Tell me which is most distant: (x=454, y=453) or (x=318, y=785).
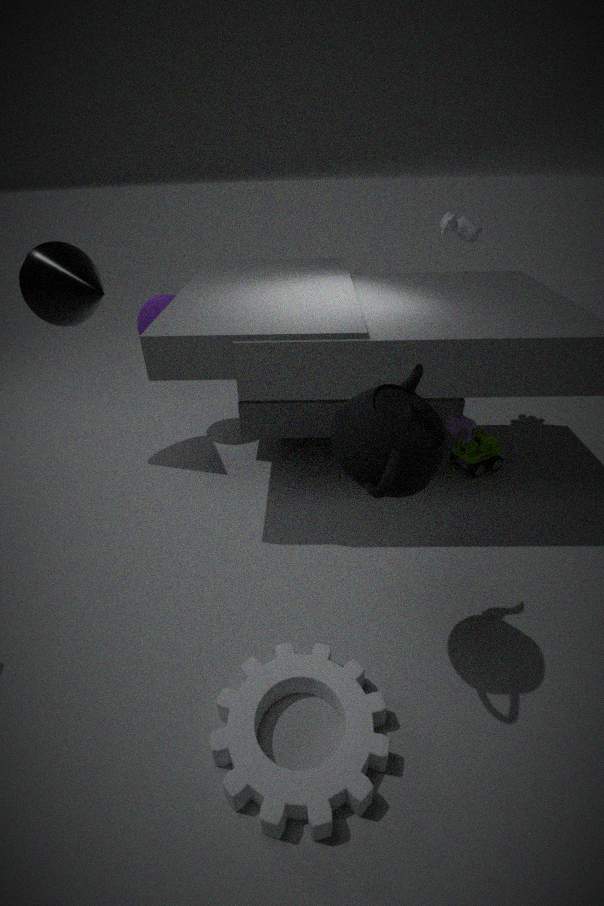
(x=454, y=453)
